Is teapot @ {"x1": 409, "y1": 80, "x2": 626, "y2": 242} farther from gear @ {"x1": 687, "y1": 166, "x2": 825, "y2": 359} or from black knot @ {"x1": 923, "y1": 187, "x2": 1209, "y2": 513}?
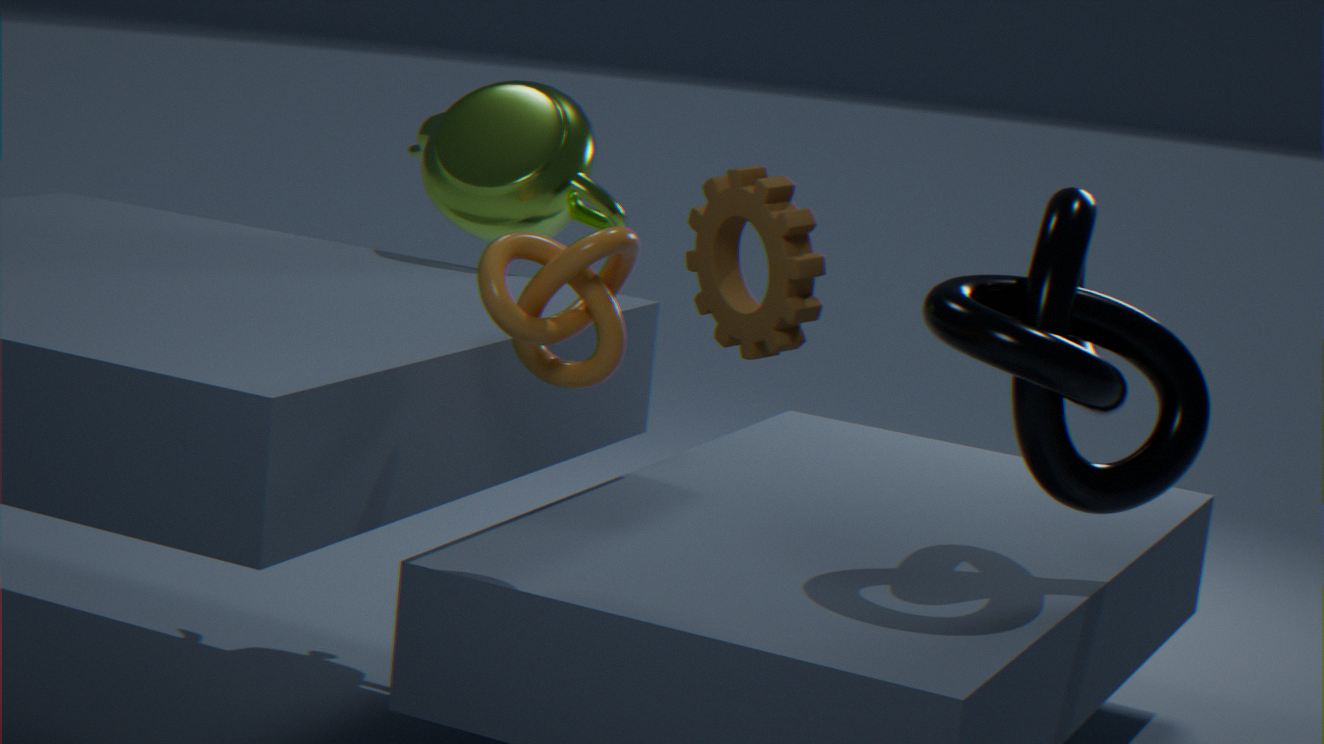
gear @ {"x1": 687, "y1": 166, "x2": 825, "y2": 359}
